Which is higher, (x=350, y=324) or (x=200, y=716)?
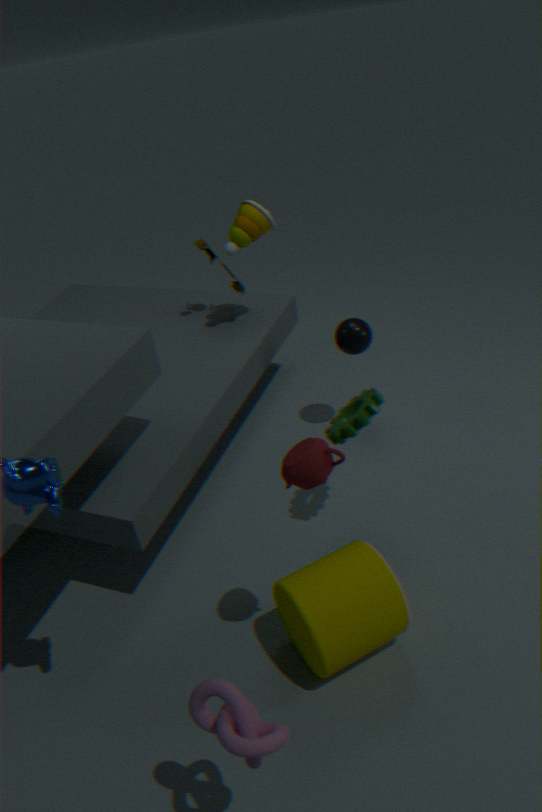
(x=200, y=716)
